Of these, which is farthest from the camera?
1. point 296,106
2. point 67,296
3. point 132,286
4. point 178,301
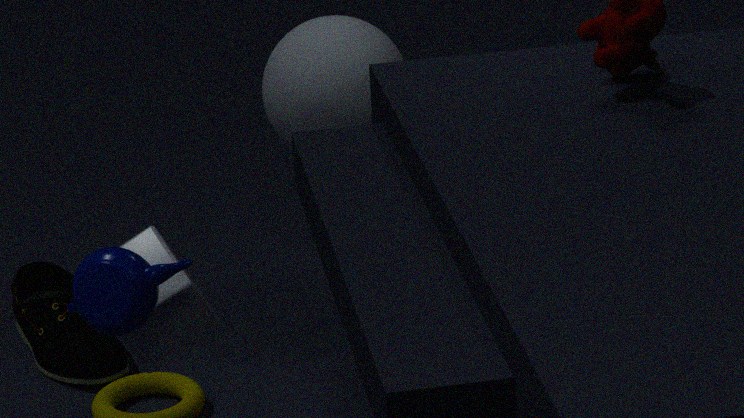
point 67,296
